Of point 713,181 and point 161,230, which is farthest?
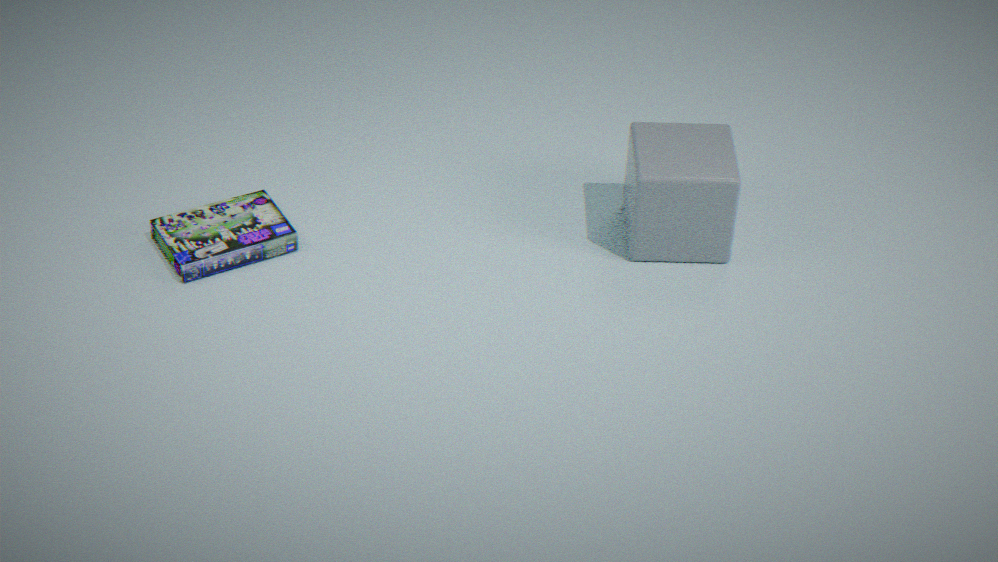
point 161,230
